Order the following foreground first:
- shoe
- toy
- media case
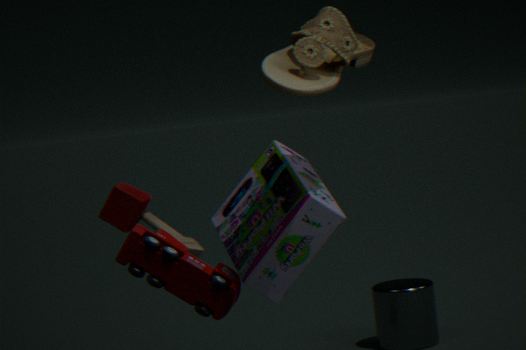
shoe, media case, toy
